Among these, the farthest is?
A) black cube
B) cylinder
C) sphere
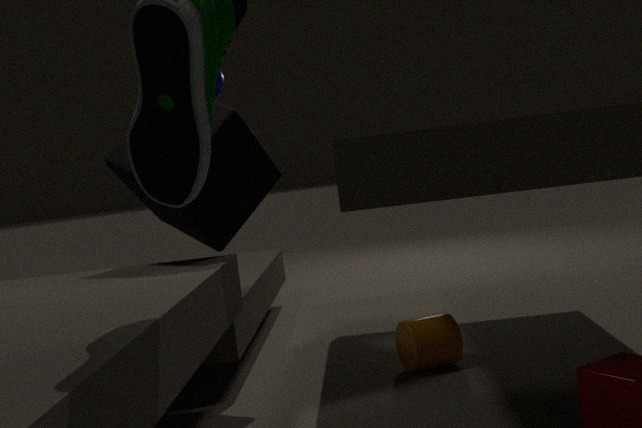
sphere
